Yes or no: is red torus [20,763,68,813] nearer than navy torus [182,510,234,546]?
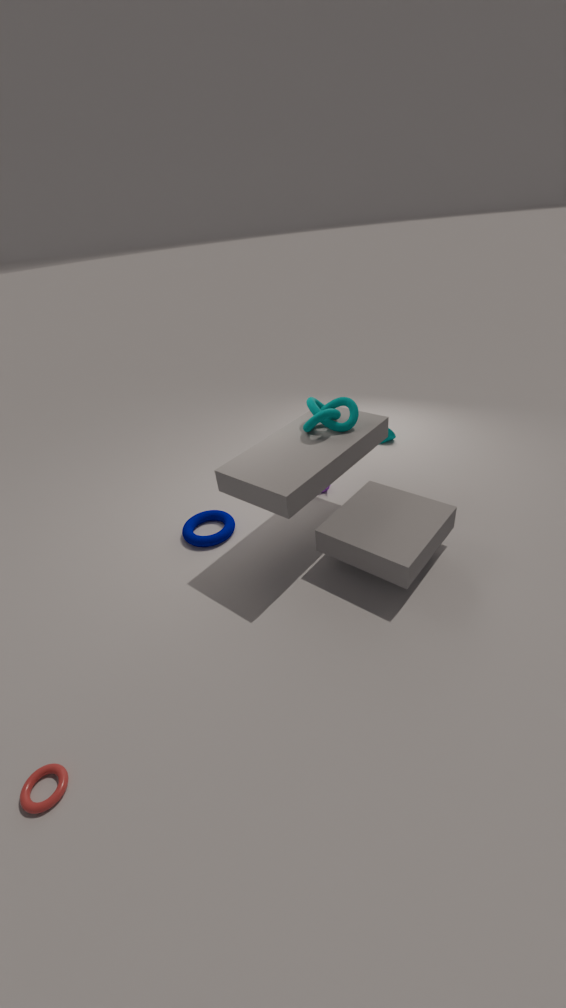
Yes
